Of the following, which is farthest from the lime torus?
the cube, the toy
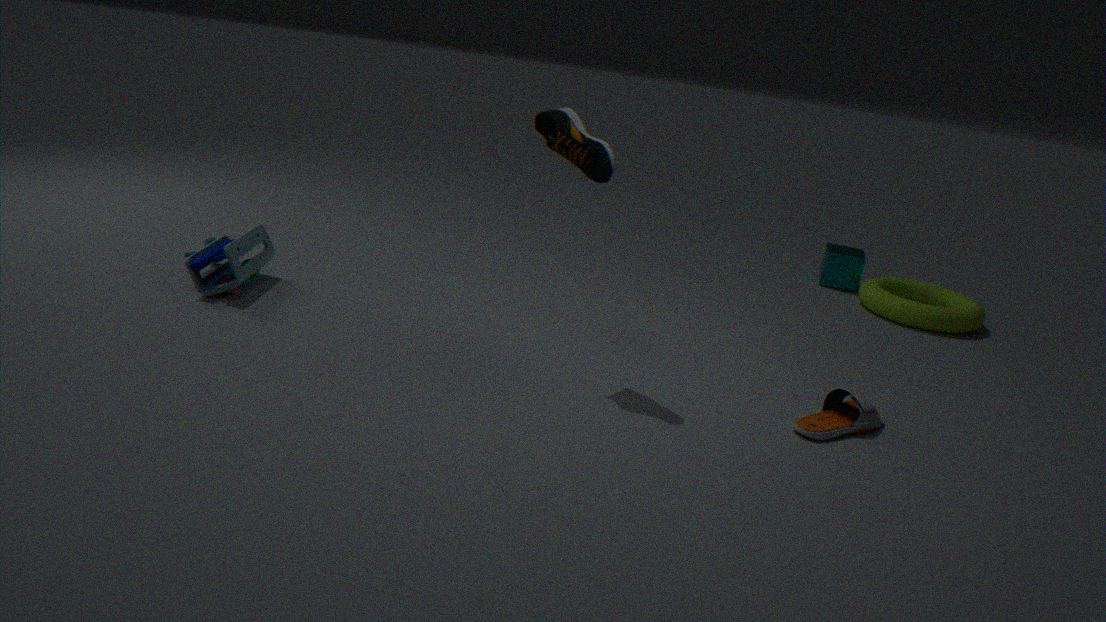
the toy
